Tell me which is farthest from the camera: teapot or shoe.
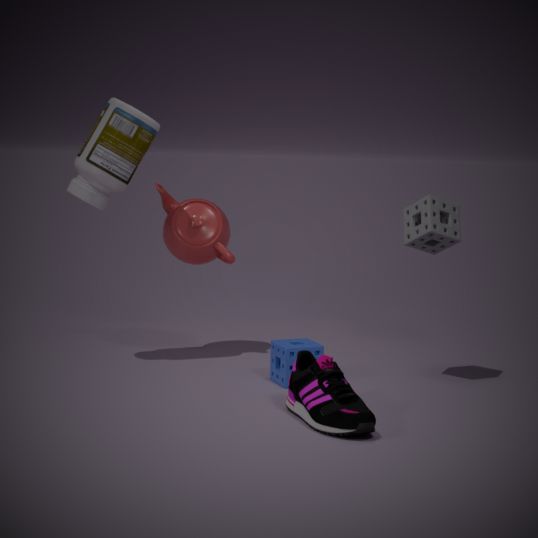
teapot
